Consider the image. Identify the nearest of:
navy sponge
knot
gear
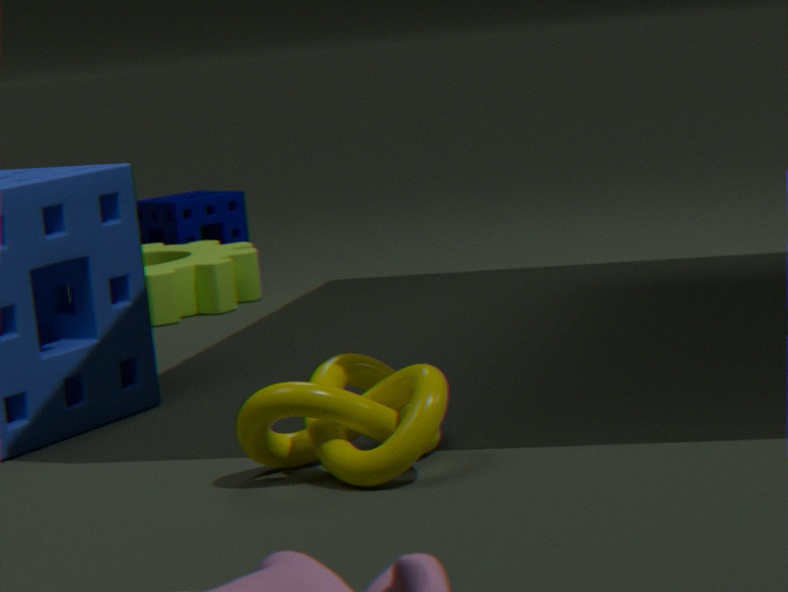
knot
